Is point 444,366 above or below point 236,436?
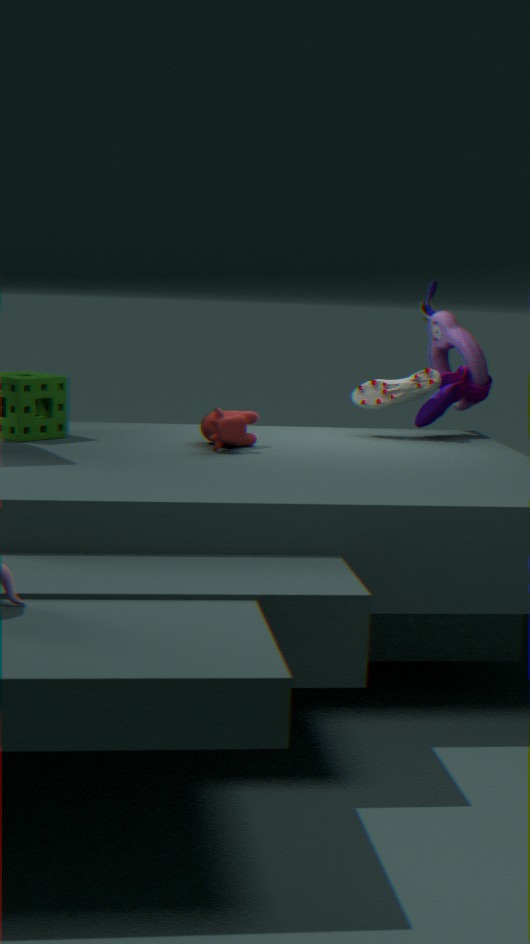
above
